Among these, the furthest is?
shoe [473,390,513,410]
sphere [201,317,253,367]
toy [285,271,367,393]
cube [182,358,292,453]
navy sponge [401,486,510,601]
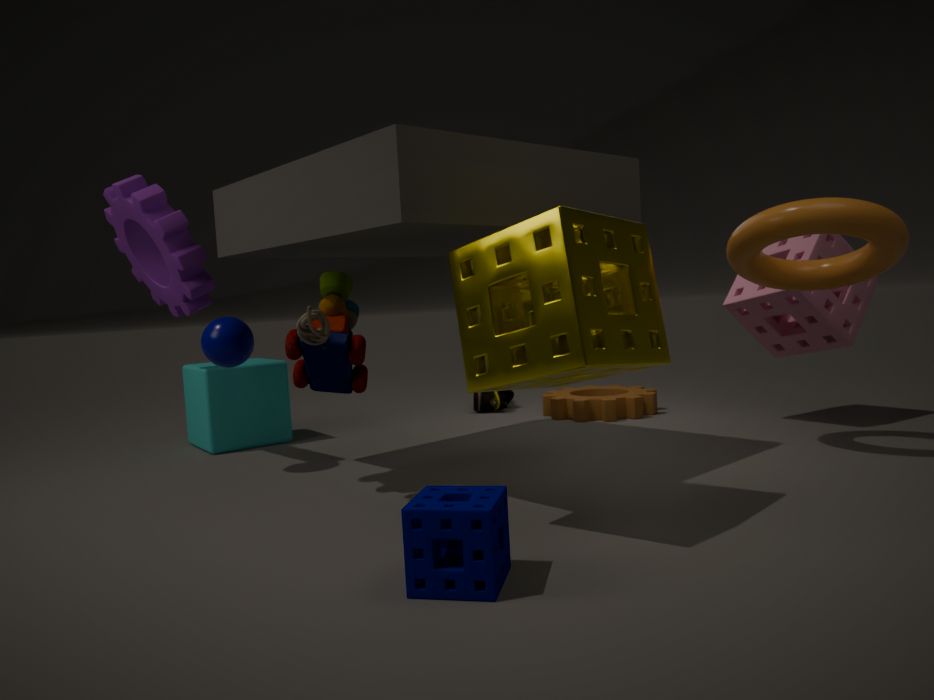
shoe [473,390,513,410]
